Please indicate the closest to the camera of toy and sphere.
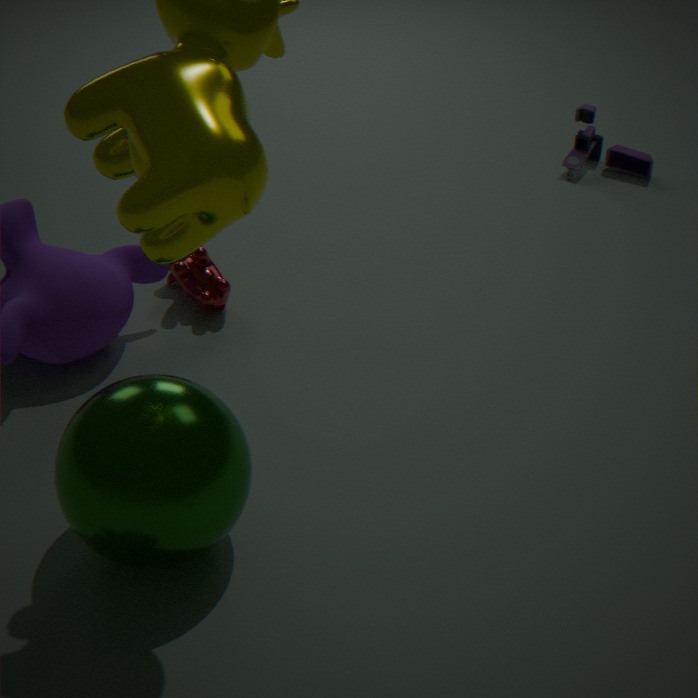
sphere
